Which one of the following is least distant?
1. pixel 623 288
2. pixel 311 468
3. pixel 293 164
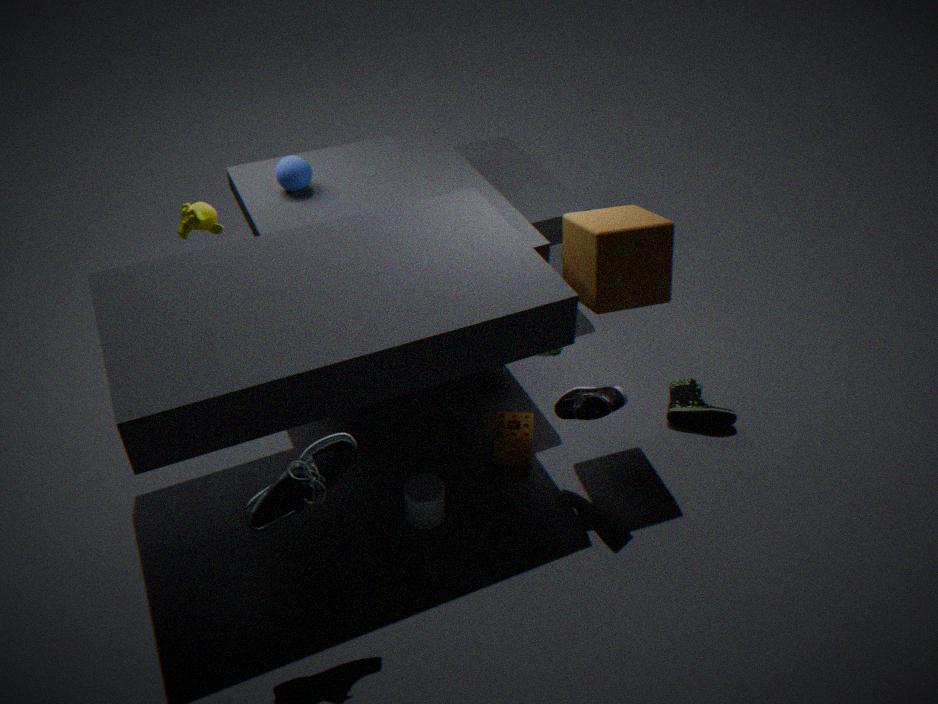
pixel 311 468
